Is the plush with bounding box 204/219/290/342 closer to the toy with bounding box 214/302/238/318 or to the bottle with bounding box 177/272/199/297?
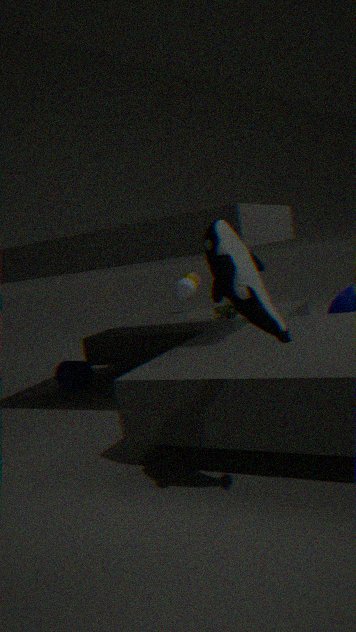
the toy with bounding box 214/302/238/318
